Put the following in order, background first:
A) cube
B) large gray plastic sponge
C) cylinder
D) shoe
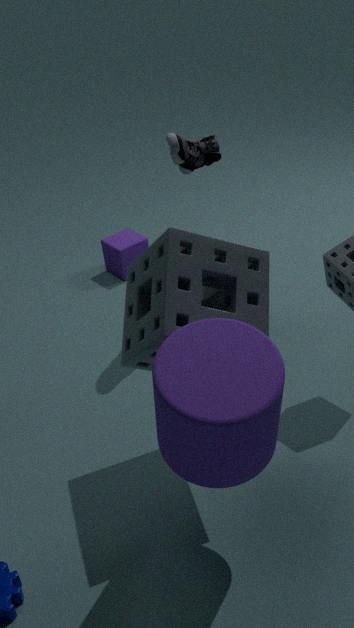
cube, shoe, large gray plastic sponge, cylinder
